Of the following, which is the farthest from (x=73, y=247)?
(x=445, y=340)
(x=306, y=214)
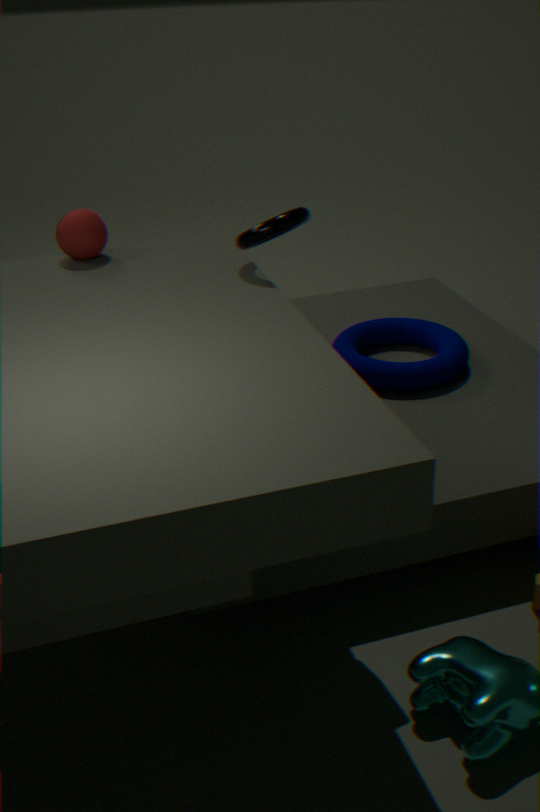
(x=445, y=340)
